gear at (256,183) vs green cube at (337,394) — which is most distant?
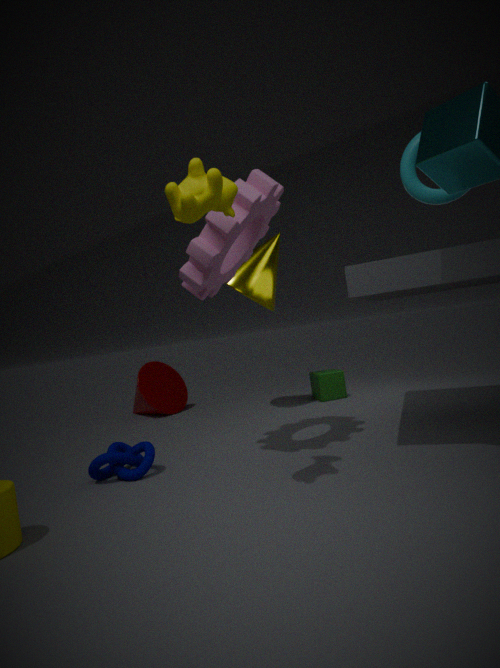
green cube at (337,394)
